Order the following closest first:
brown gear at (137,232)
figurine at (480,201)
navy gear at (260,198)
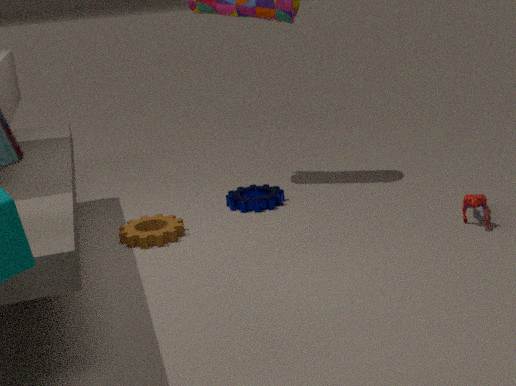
figurine at (480,201) < brown gear at (137,232) < navy gear at (260,198)
